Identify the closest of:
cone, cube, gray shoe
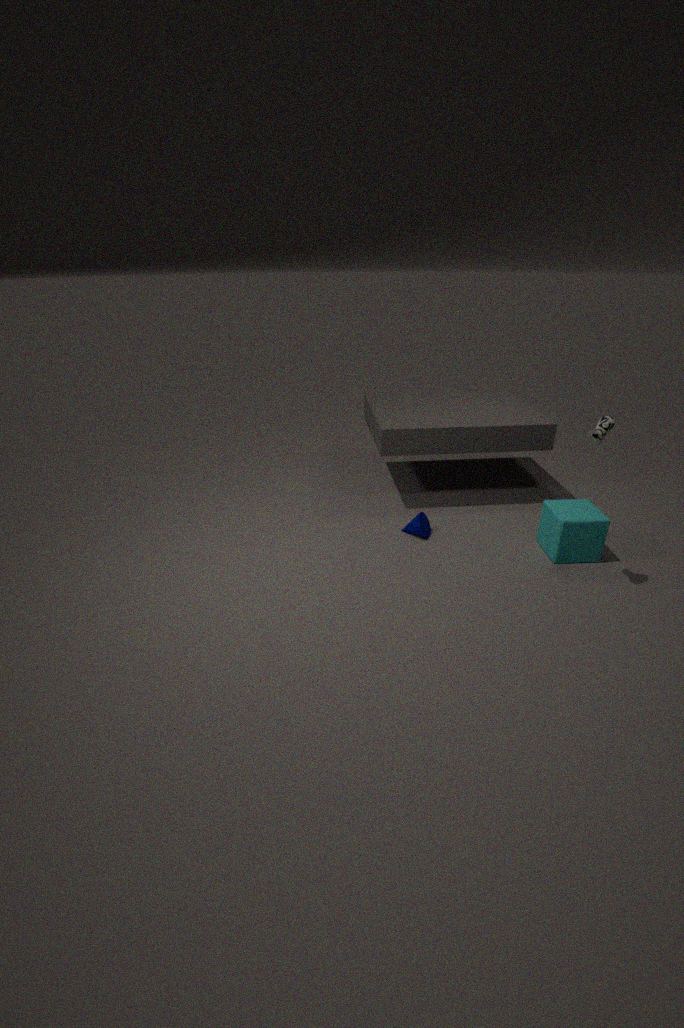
gray shoe
